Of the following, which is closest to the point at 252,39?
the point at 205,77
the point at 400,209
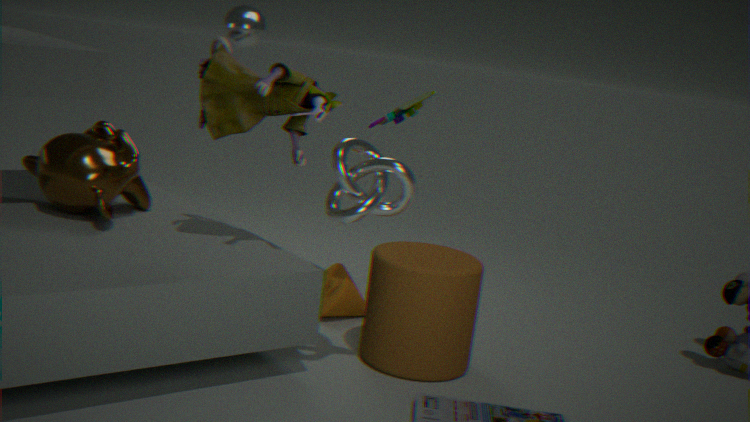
the point at 205,77
